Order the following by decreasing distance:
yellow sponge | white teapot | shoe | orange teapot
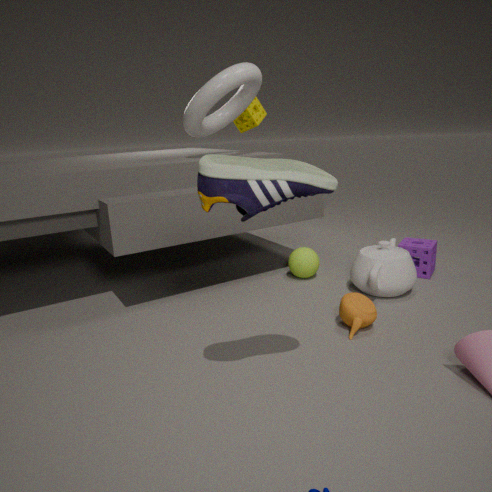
yellow sponge < white teapot < orange teapot < shoe
